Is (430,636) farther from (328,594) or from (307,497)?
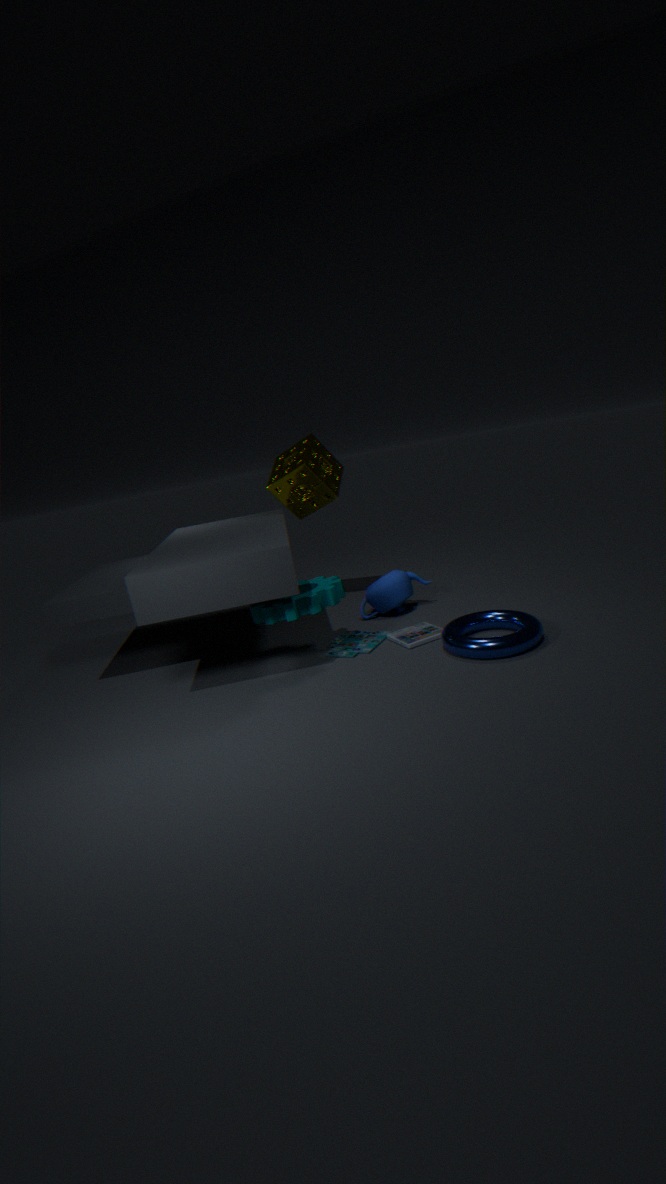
(307,497)
